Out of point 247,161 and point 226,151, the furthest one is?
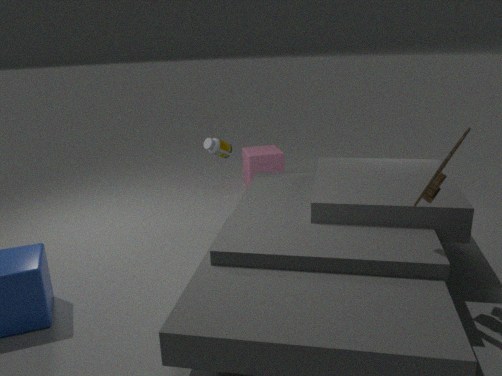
point 247,161
